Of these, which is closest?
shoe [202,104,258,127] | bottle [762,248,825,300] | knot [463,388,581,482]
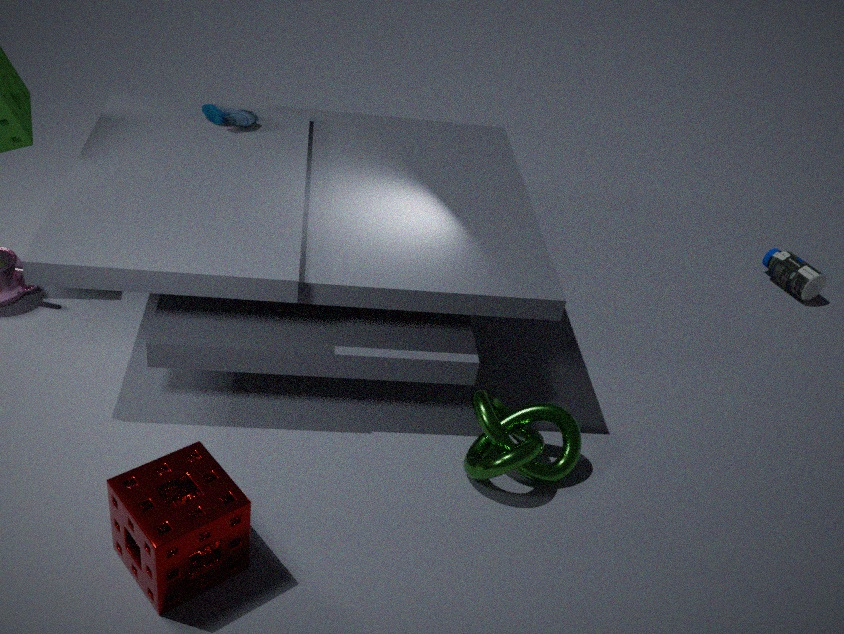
knot [463,388,581,482]
